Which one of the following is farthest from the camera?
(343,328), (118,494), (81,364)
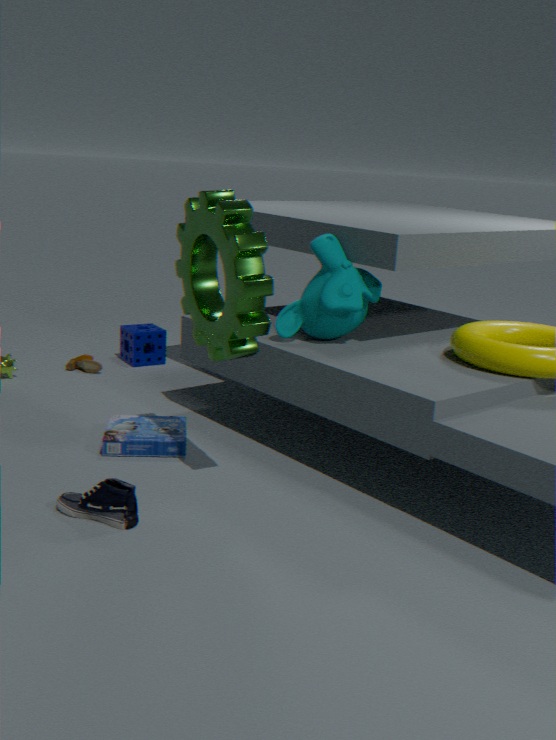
(81,364)
